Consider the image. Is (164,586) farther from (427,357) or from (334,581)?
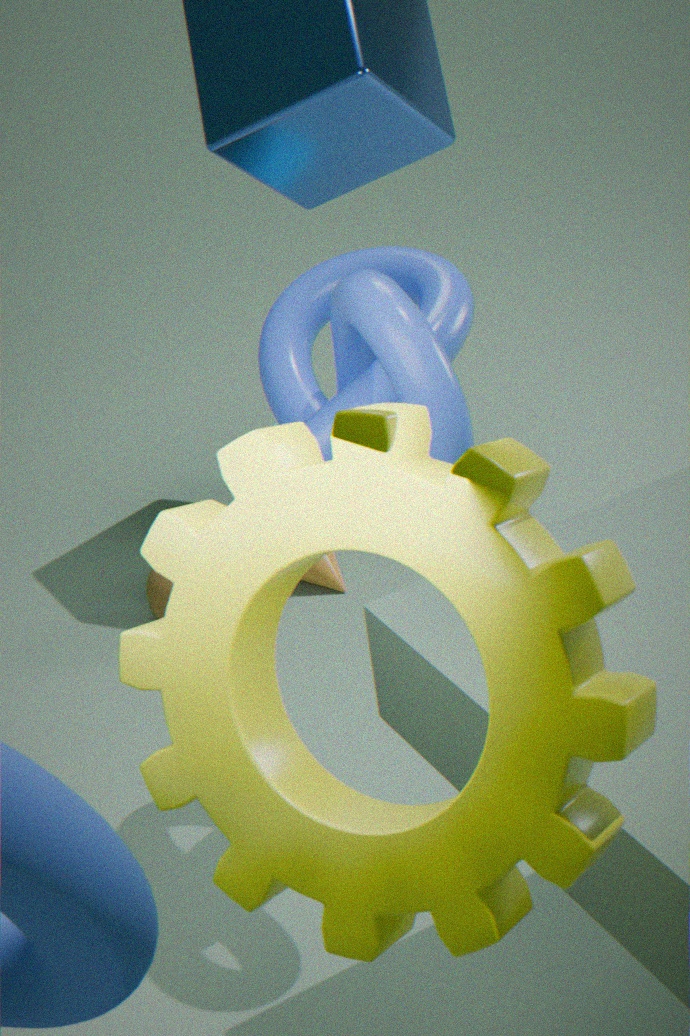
(427,357)
